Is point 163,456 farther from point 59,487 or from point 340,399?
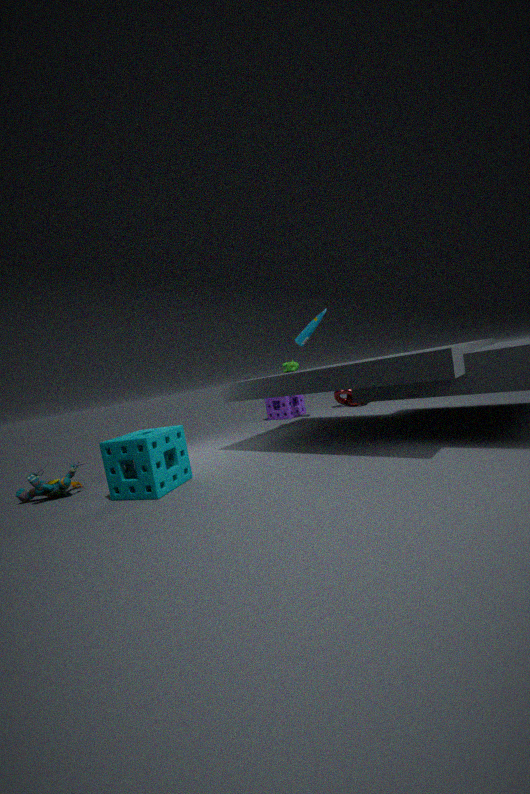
point 340,399
